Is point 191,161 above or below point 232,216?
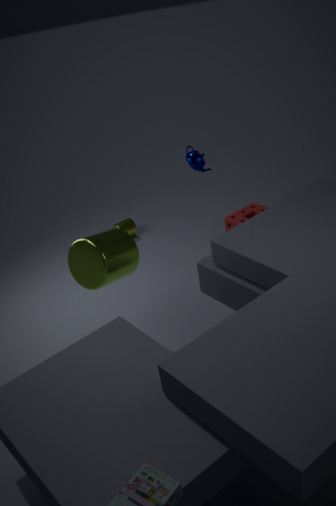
above
